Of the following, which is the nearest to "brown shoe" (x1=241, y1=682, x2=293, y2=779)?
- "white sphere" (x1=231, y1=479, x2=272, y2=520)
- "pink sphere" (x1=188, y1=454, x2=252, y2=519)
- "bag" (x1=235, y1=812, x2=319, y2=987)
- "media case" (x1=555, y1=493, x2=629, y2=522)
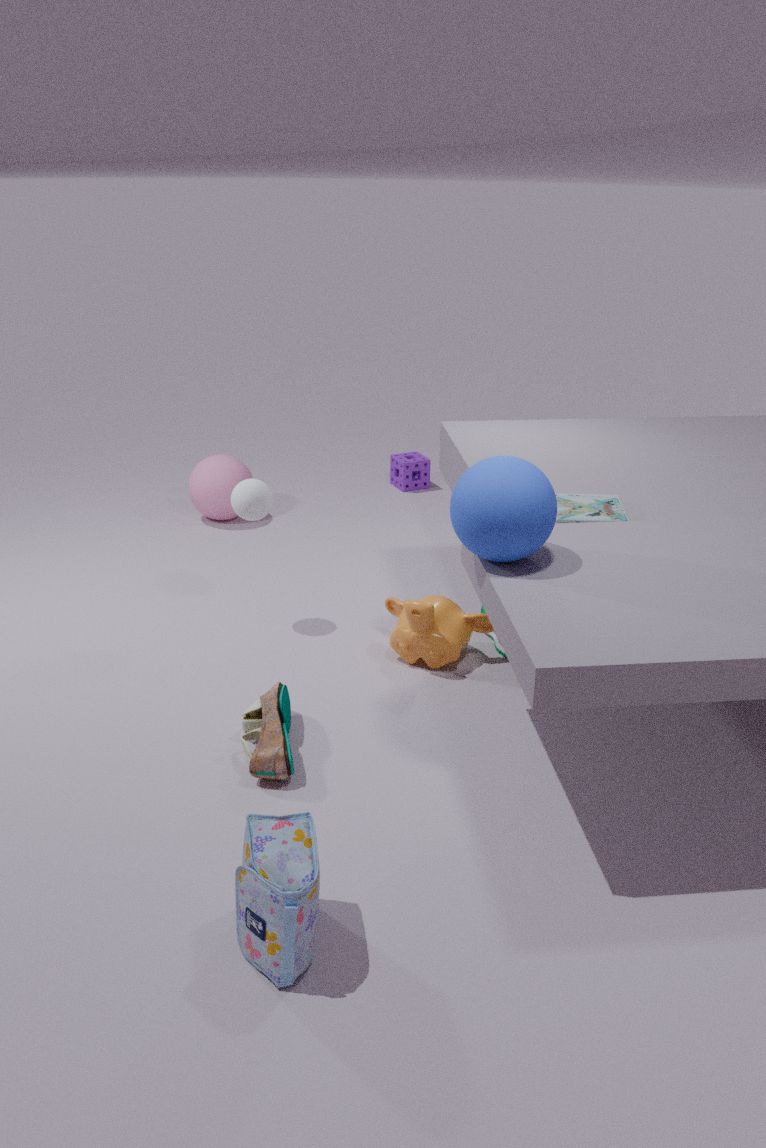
"bag" (x1=235, y1=812, x2=319, y2=987)
